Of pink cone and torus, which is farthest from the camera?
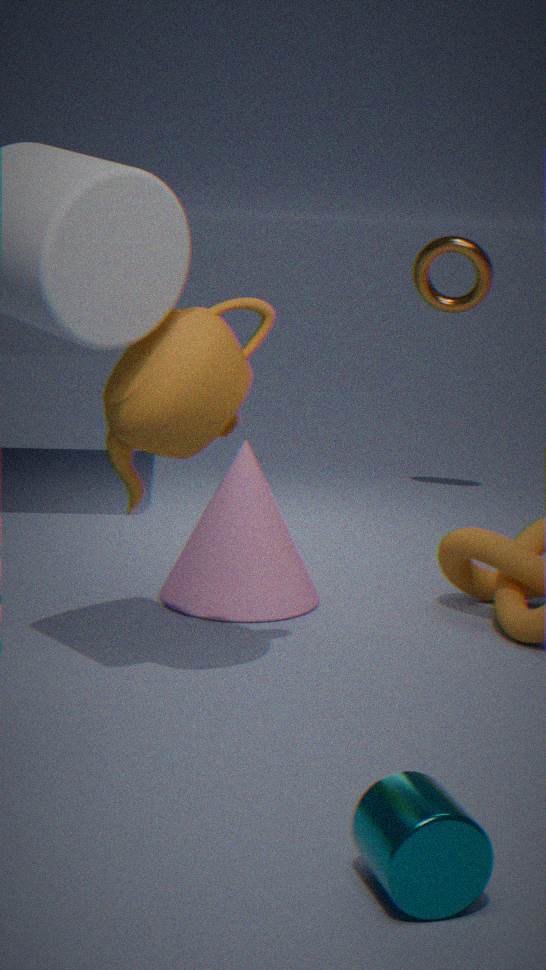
torus
